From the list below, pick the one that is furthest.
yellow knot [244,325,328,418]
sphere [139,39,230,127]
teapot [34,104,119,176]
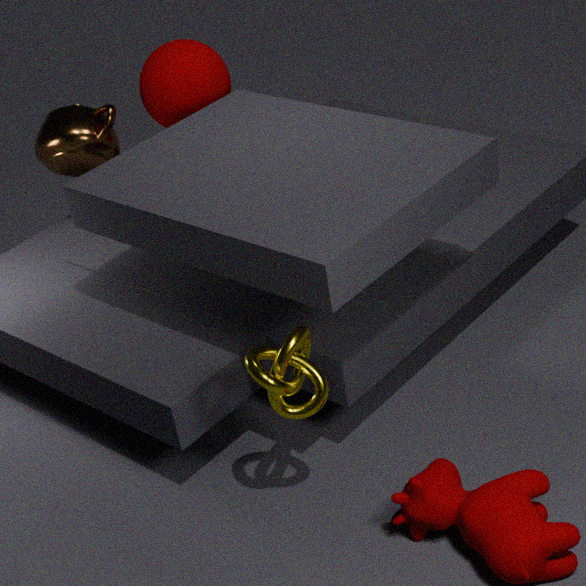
teapot [34,104,119,176]
